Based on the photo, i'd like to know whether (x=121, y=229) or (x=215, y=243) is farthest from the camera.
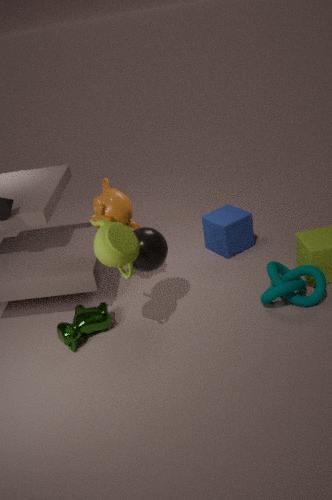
(x=215, y=243)
